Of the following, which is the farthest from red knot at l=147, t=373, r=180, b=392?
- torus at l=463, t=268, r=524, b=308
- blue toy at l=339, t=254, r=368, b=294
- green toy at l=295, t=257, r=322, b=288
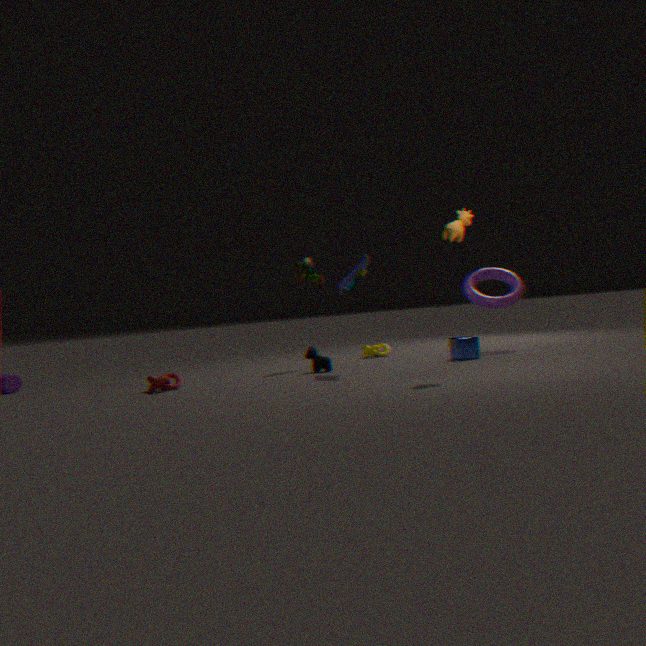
torus at l=463, t=268, r=524, b=308
